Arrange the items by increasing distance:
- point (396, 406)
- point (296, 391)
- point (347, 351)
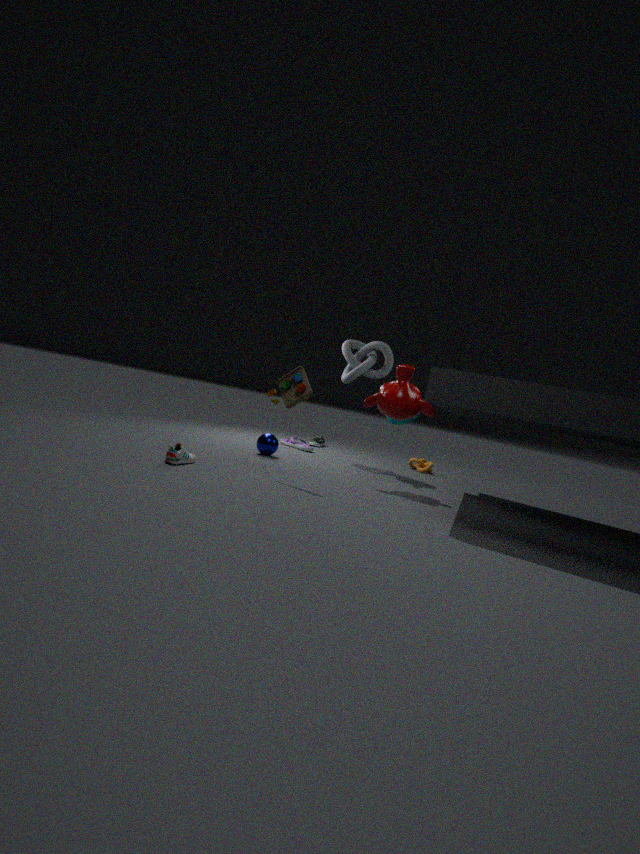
point (296, 391) < point (396, 406) < point (347, 351)
